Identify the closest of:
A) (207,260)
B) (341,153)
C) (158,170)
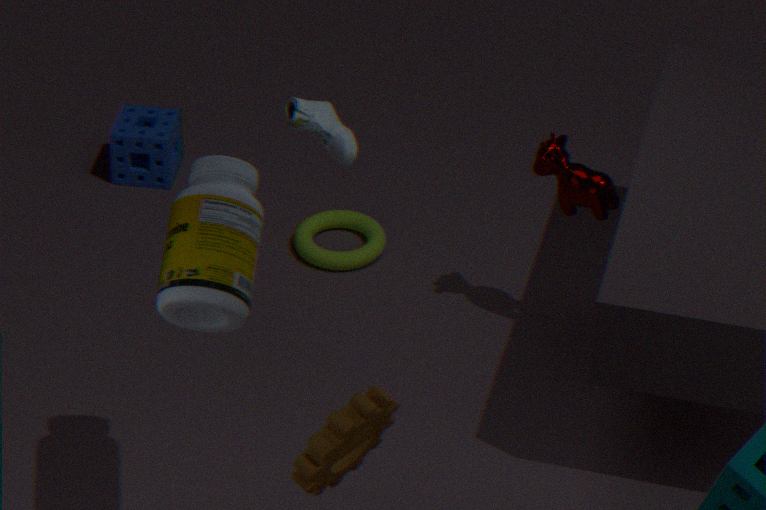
(207,260)
